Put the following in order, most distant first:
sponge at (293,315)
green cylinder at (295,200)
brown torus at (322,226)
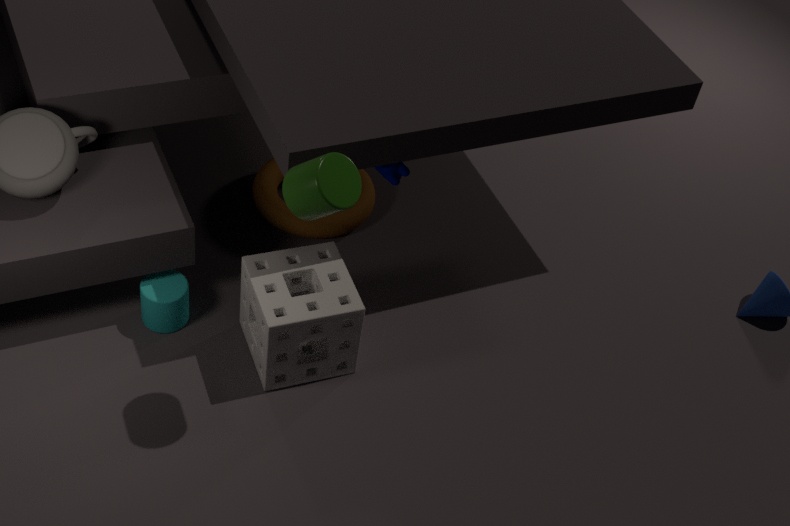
brown torus at (322,226), sponge at (293,315), green cylinder at (295,200)
